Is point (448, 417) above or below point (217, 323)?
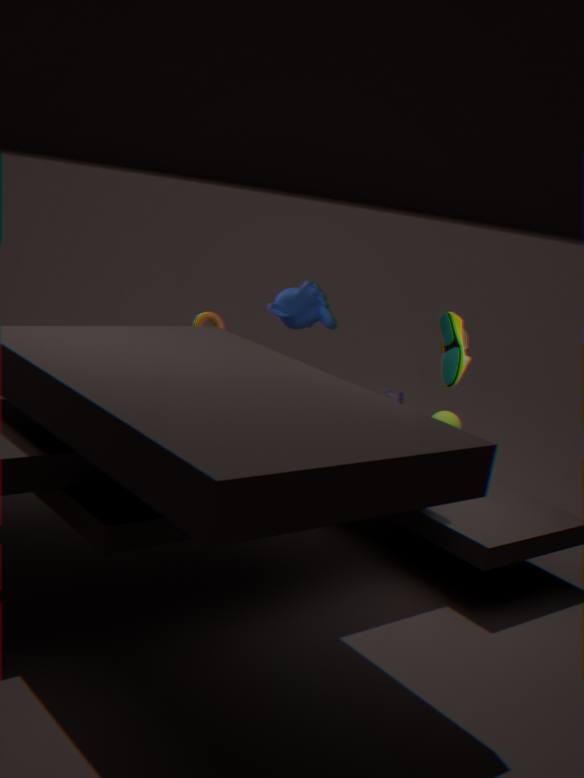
below
